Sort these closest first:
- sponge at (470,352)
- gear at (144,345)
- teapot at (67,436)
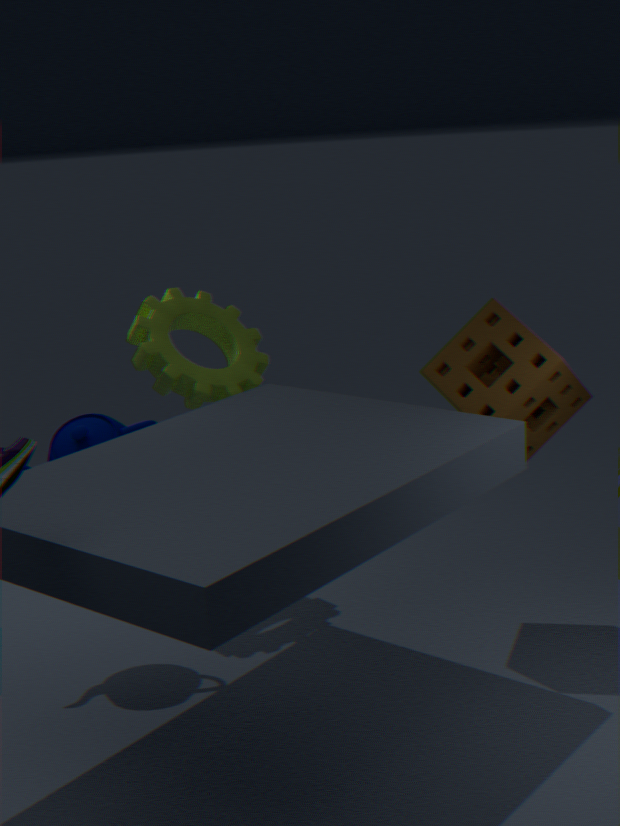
sponge at (470,352) → teapot at (67,436) → gear at (144,345)
